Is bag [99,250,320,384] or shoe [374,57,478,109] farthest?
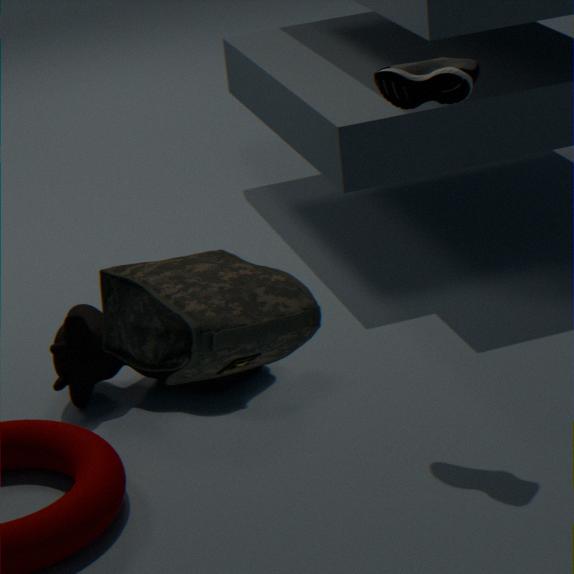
shoe [374,57,478,109]
